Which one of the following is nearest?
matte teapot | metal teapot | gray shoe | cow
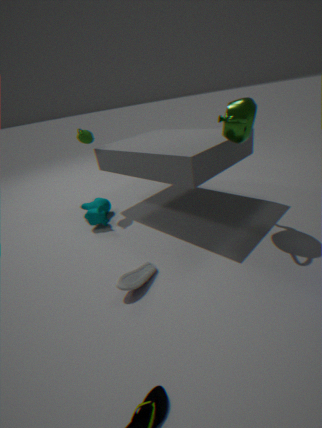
gray shoe
